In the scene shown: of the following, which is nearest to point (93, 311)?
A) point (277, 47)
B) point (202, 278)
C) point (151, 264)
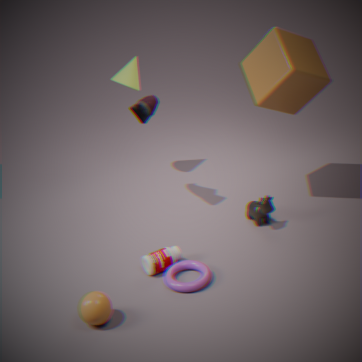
point (151, 264)
